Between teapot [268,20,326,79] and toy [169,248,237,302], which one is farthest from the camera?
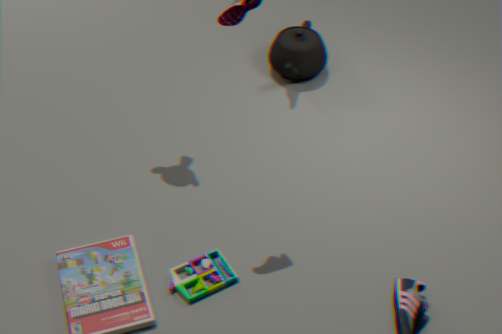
teapot [268,20,326,79]
